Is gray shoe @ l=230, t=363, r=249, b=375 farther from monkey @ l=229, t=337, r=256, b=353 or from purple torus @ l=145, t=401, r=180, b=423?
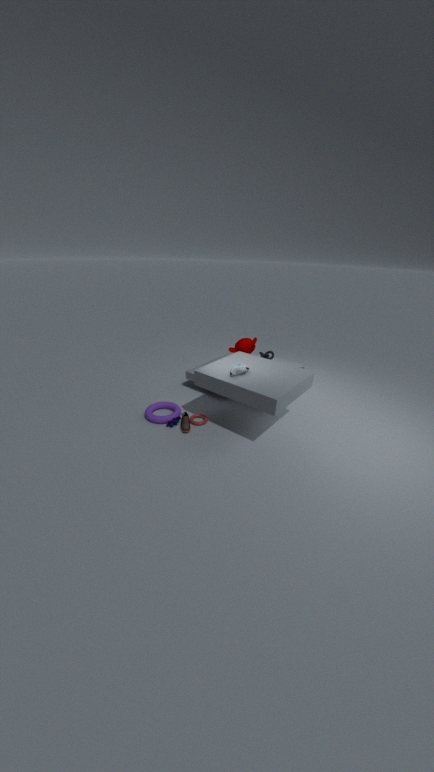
purple torus @ l=145, t=401, r=180, b=423
